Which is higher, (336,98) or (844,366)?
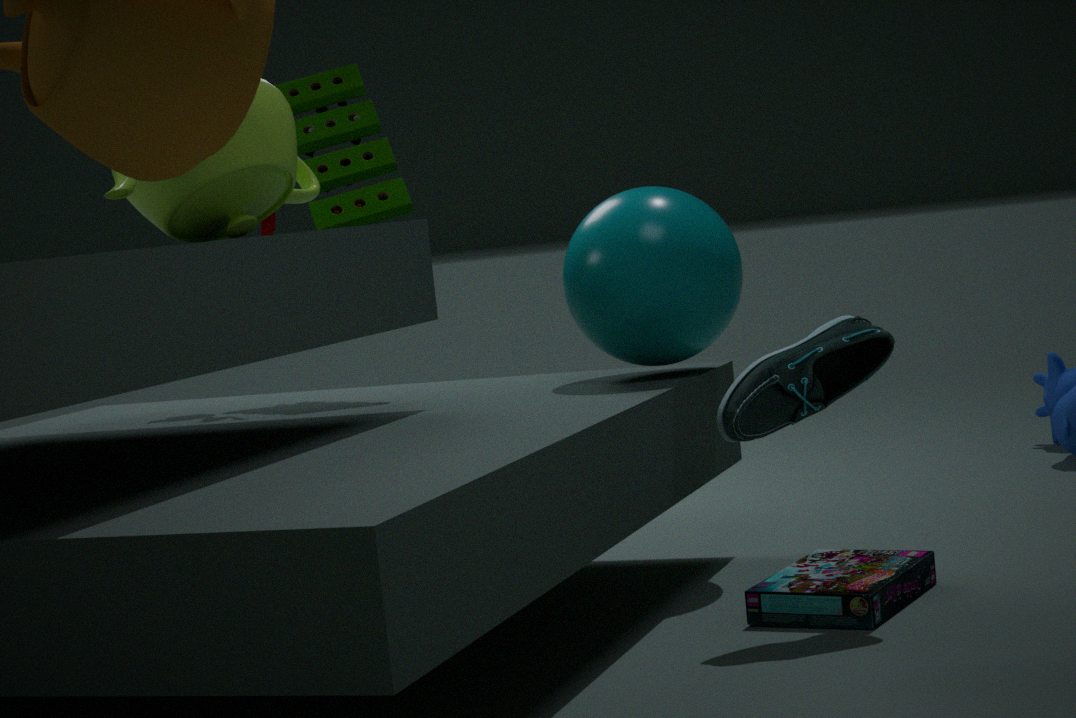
(336,98)
